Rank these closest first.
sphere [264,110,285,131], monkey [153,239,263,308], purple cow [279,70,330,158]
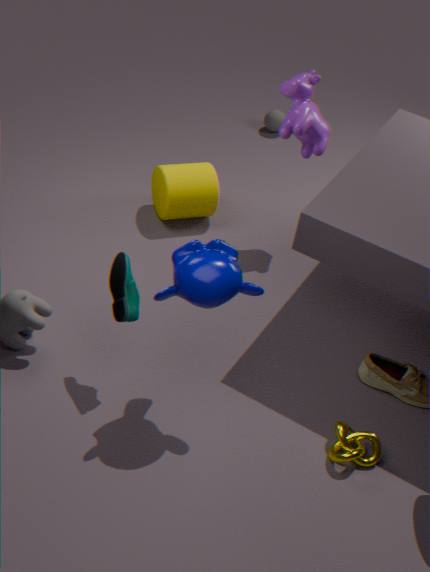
monkey [153,239,263,308] → purple cow [279,70,330,158] → sphere [264,110,285,131]
